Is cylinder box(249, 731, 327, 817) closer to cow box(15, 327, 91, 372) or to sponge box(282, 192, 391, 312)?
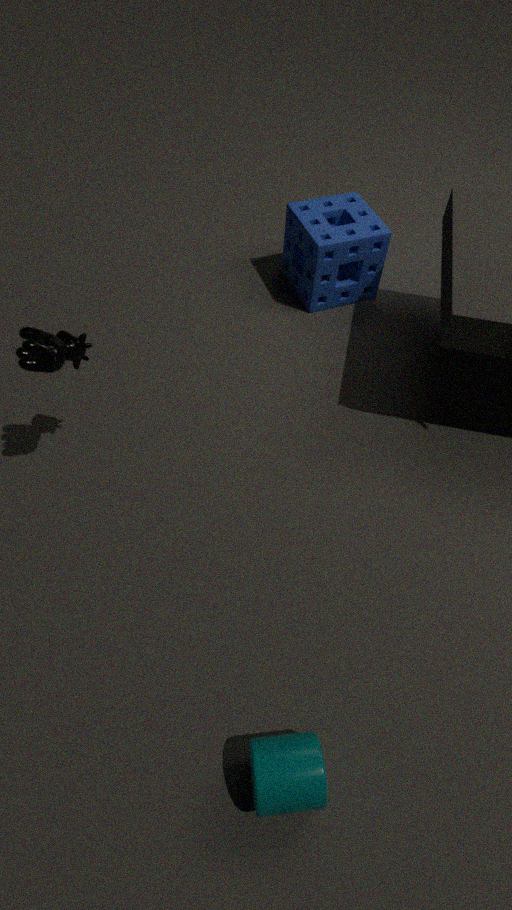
cow box(15, 327, 91, 372)
